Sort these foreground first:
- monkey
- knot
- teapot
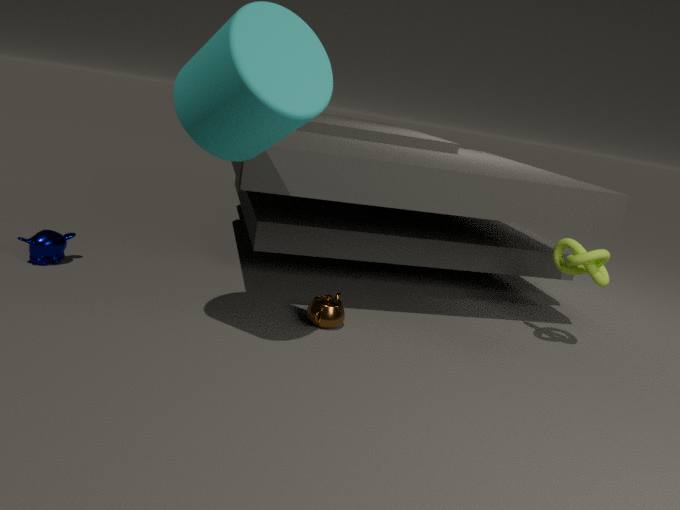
knot, teapot, monkey
